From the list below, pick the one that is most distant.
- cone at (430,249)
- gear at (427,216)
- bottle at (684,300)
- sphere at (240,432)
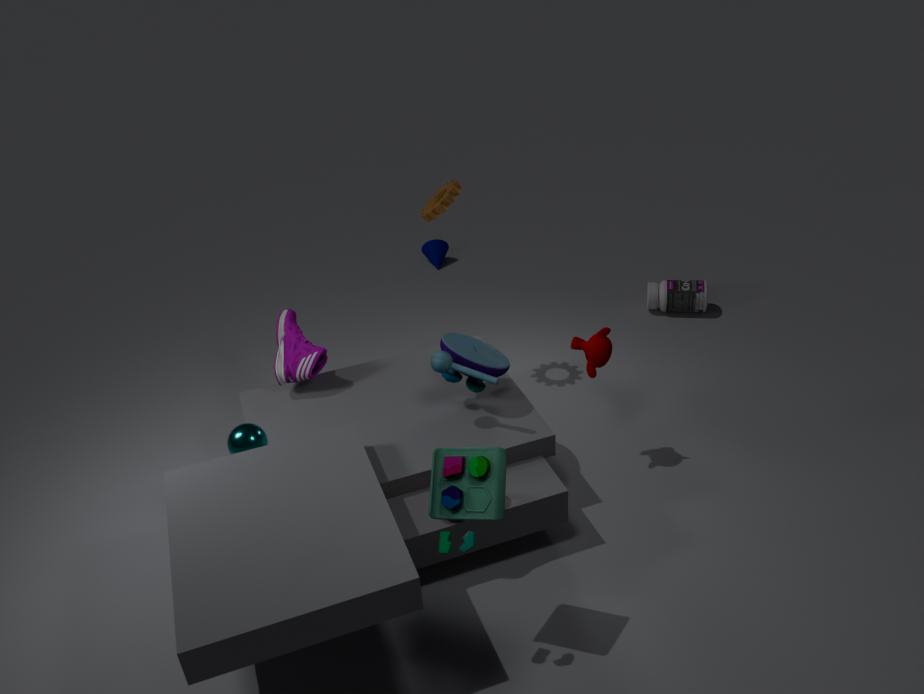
cone at (430,249)
